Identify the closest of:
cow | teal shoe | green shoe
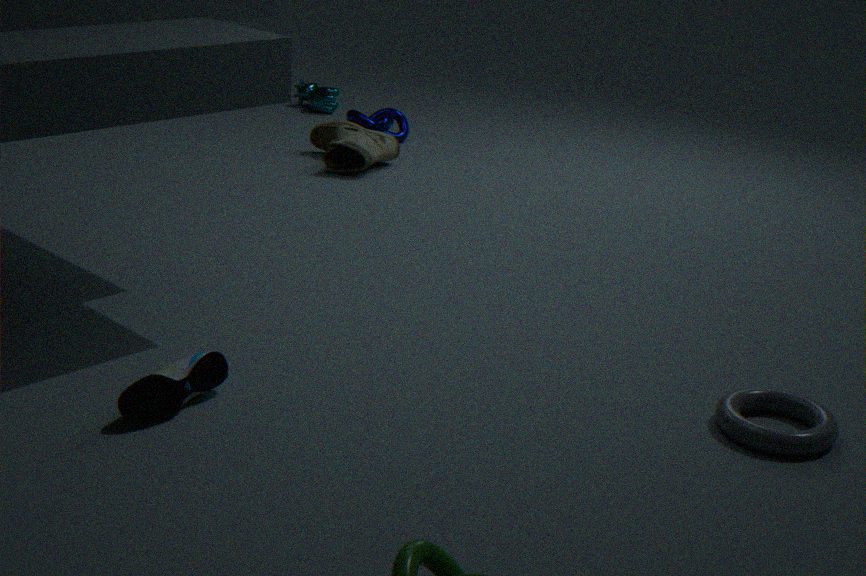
teal shoe
